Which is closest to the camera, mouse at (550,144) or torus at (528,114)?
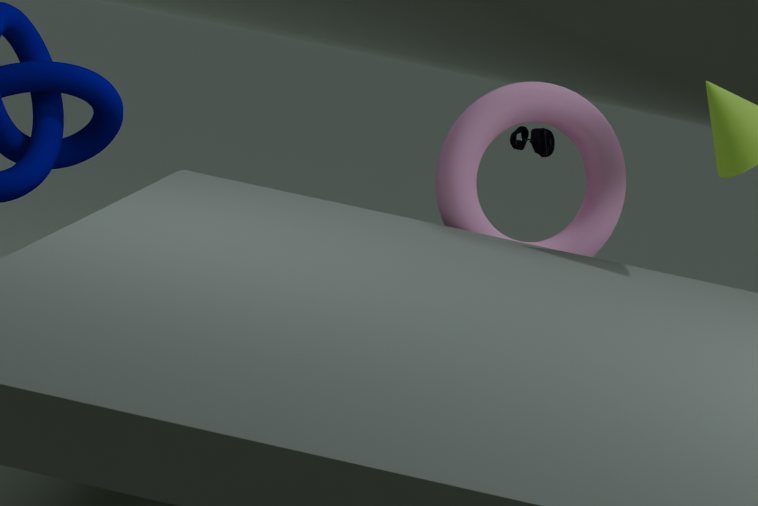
torus at (528,114)
